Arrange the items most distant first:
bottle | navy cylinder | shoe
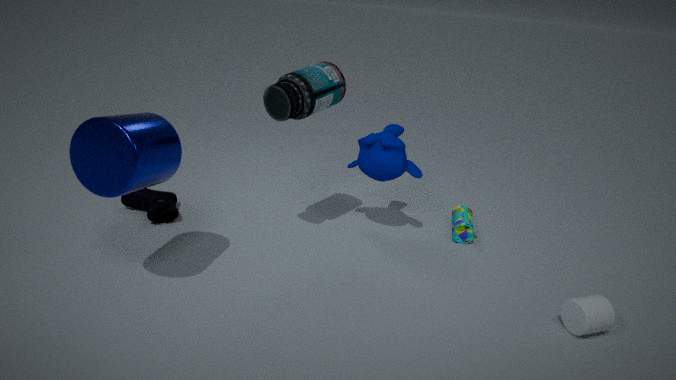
1. shoe
2. bottle
3. navy cylinder
